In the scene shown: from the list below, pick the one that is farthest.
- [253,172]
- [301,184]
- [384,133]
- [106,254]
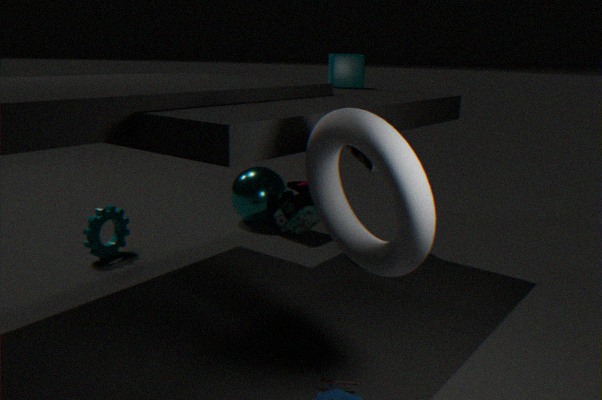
[301,184]
